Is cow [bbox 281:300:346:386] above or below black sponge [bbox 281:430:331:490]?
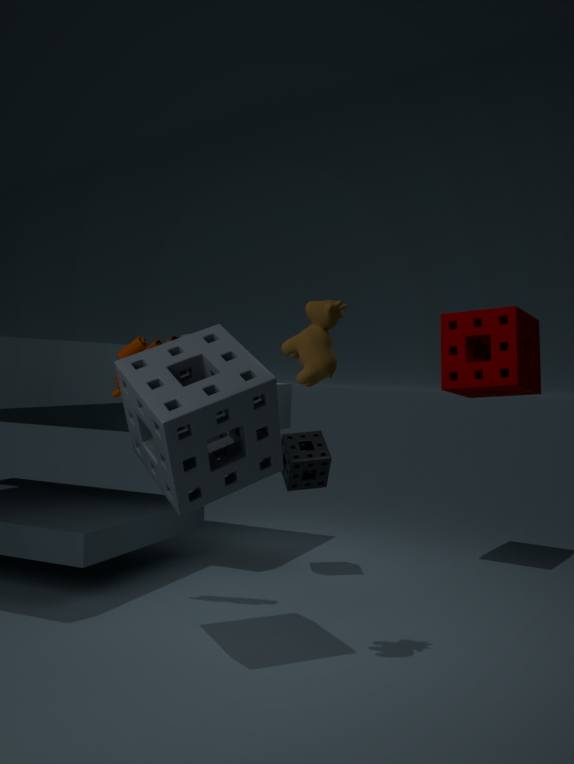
above
